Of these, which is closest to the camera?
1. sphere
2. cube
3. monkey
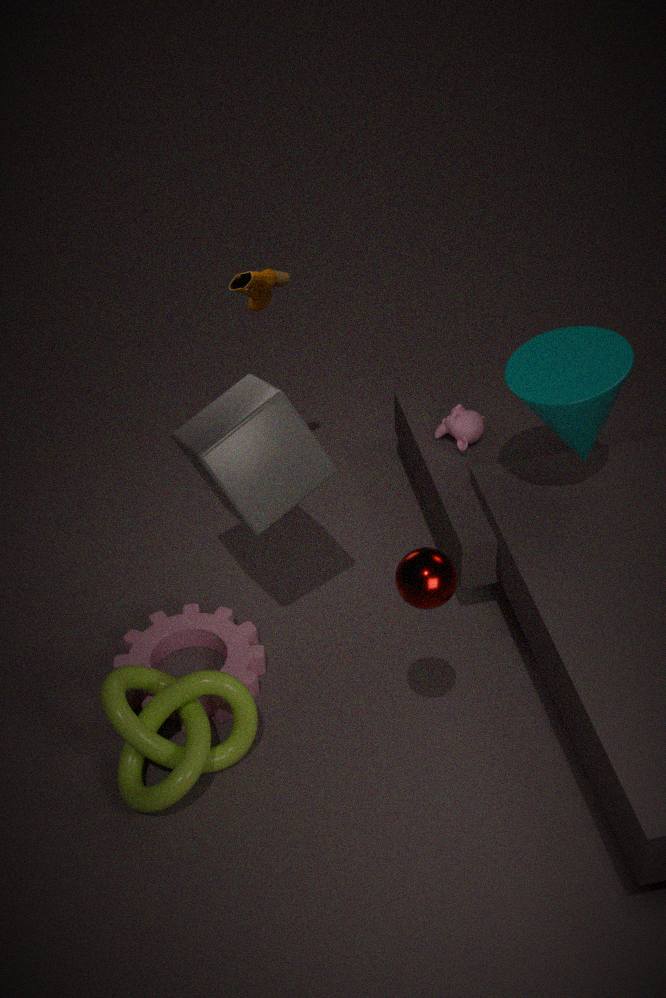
sphere
